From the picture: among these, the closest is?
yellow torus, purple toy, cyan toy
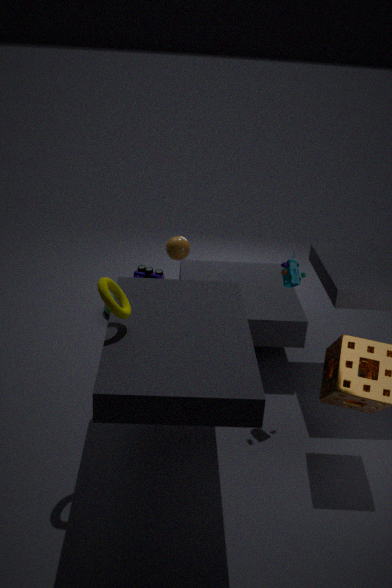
yellow torus
